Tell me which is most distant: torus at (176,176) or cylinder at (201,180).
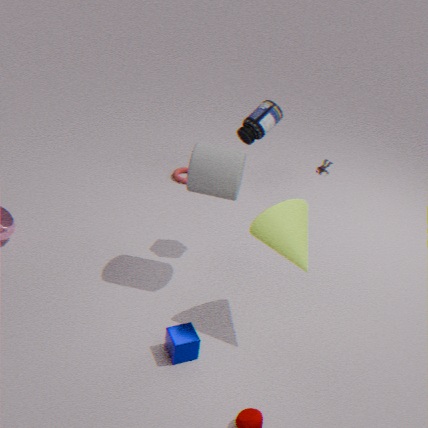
torus at (176,176)
